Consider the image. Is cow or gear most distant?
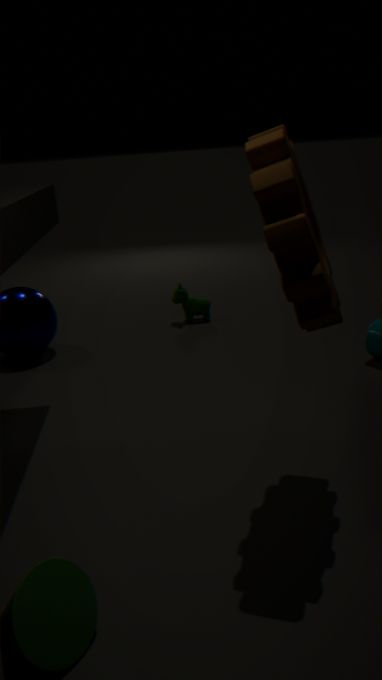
cow
